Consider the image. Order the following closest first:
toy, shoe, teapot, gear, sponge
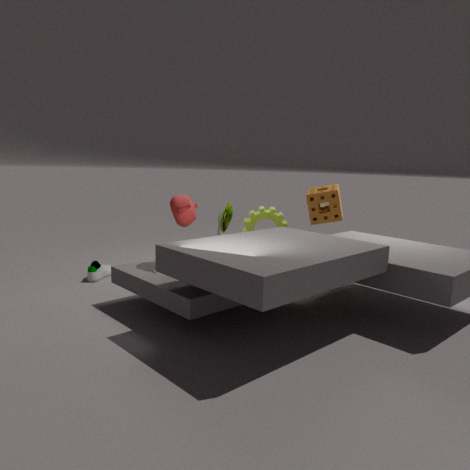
1. teapot
2. sponge
3. toy
4. shoe
5. gear
